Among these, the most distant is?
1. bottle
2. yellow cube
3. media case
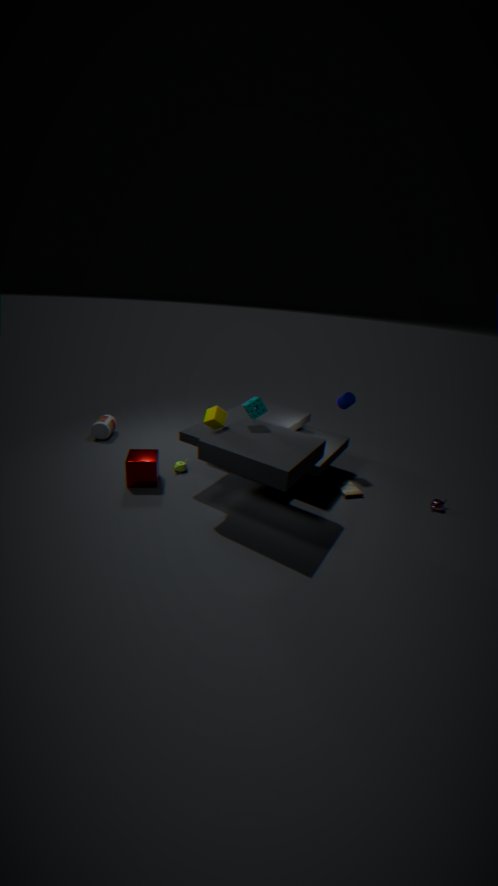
bottle
